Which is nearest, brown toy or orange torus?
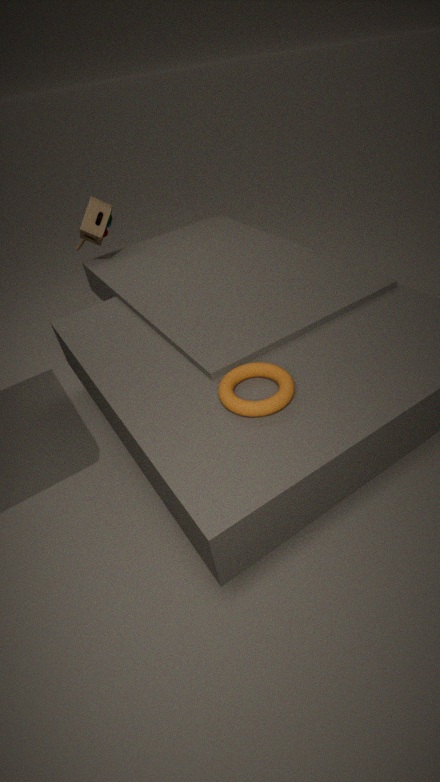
orange torus
